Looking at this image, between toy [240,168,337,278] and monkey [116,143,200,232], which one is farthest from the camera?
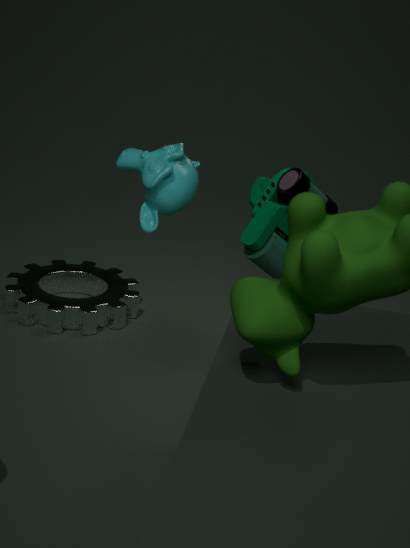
toy [240,168,337,278]
